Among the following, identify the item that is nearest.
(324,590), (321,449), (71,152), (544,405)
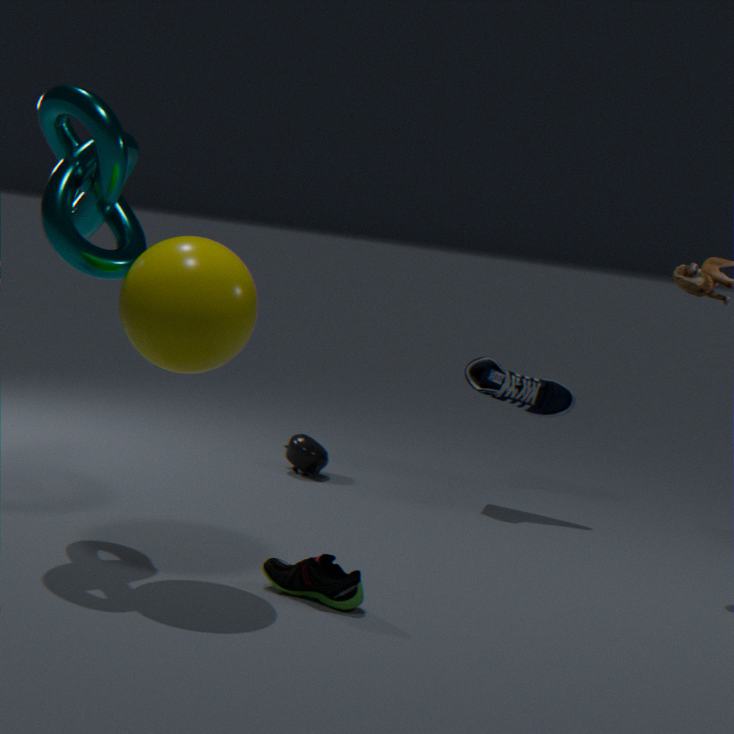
(324,590)
